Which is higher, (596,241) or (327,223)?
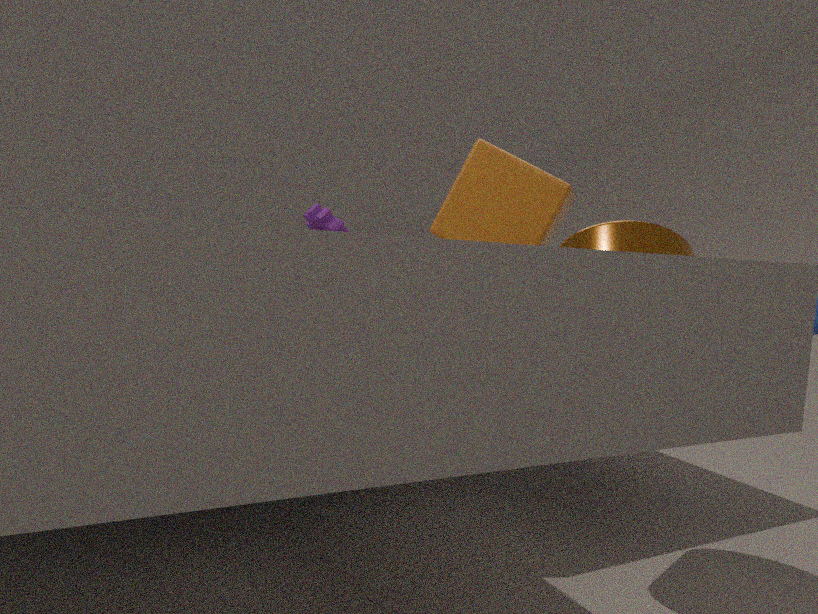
(327,223)
